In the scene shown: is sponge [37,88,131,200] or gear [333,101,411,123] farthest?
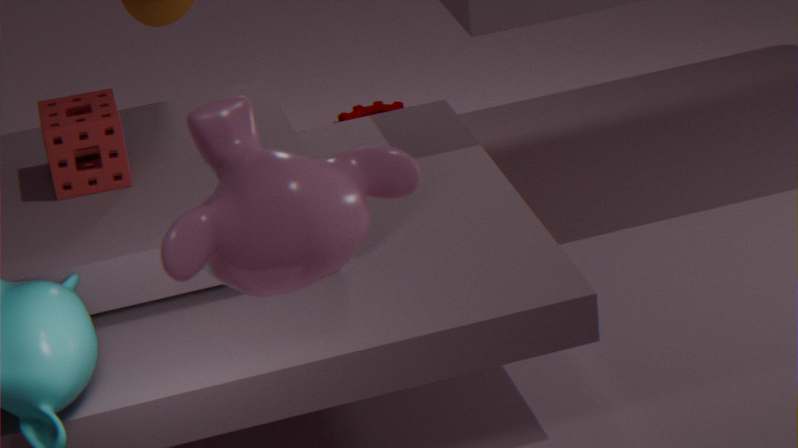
gear [333,101,411,123]
